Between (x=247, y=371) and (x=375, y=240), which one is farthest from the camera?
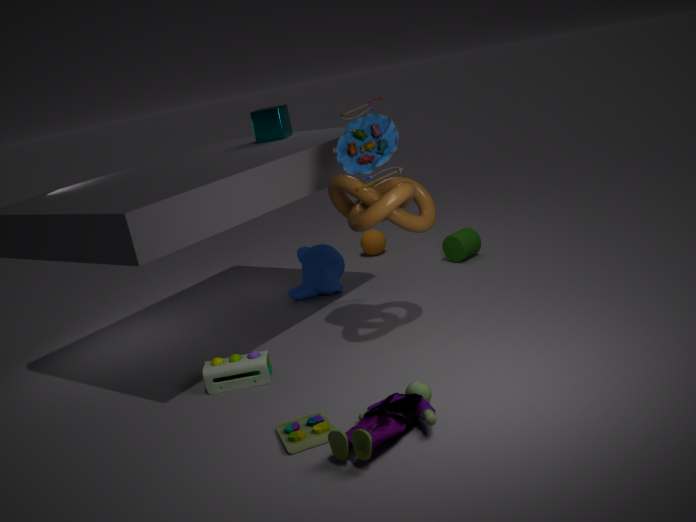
(x=375, y=240)
